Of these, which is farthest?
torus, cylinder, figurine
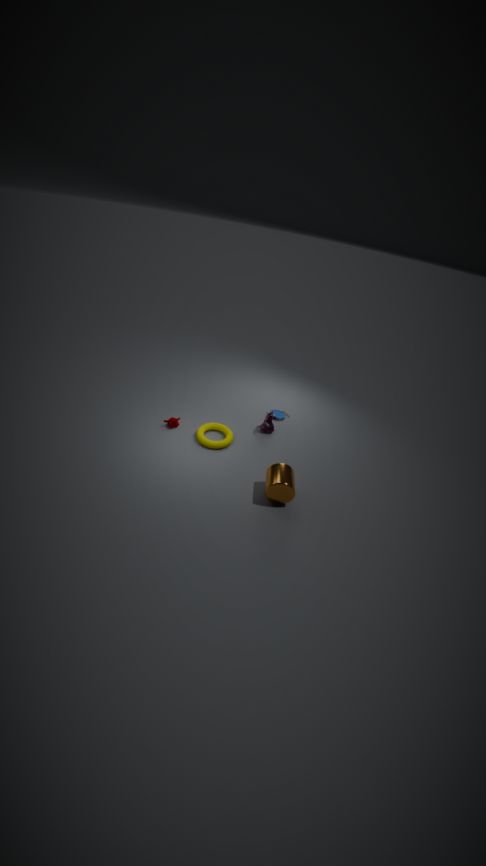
figurine
